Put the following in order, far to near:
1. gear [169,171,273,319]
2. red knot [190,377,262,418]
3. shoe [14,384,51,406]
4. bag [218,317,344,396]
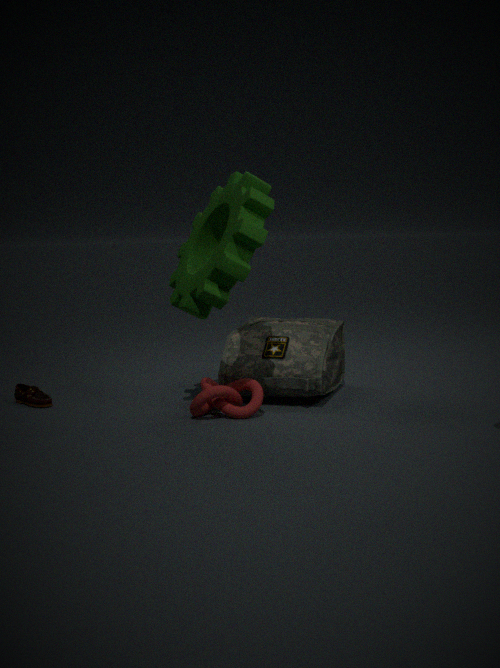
shoe [14,384,51,406] → bag [218,317,344,396] → red knot [190,377,262,418] → gear [169,171,273,319]
